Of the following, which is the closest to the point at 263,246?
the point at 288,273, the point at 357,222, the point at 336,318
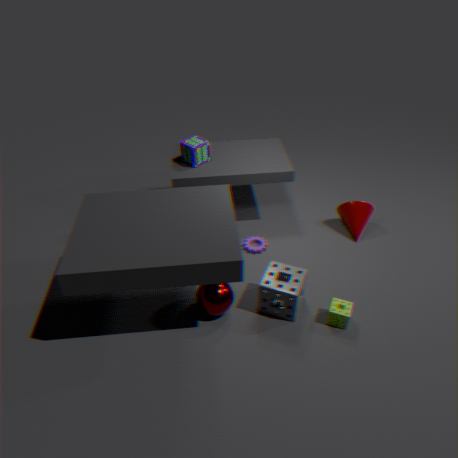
the point at 288,273
